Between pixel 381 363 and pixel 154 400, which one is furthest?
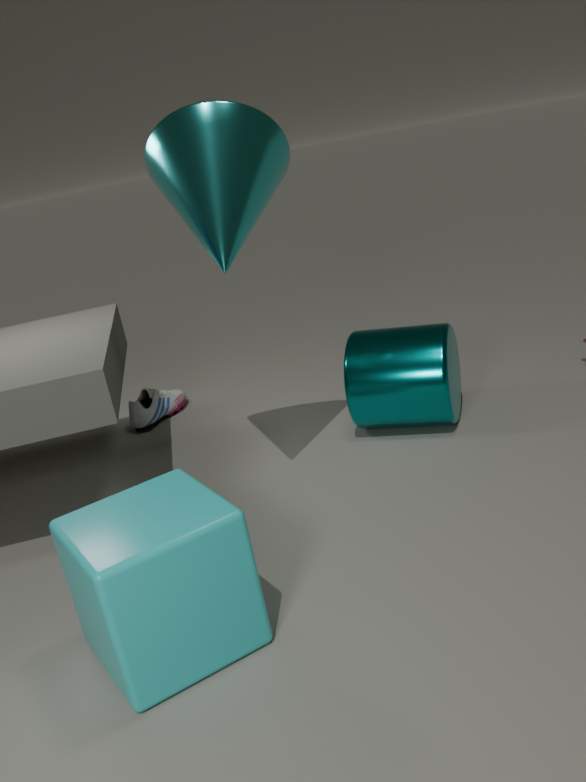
pixel 154 400
